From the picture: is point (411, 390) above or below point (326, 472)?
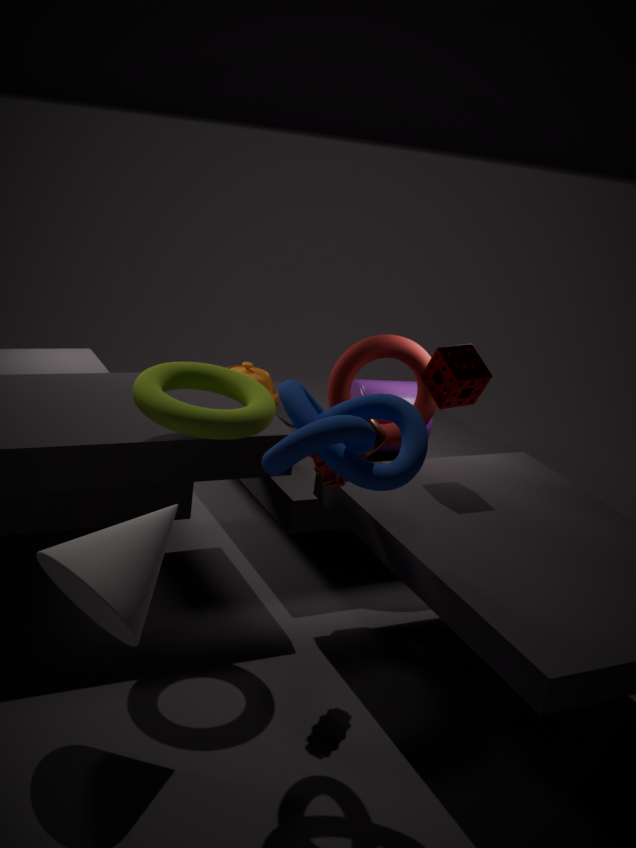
below
